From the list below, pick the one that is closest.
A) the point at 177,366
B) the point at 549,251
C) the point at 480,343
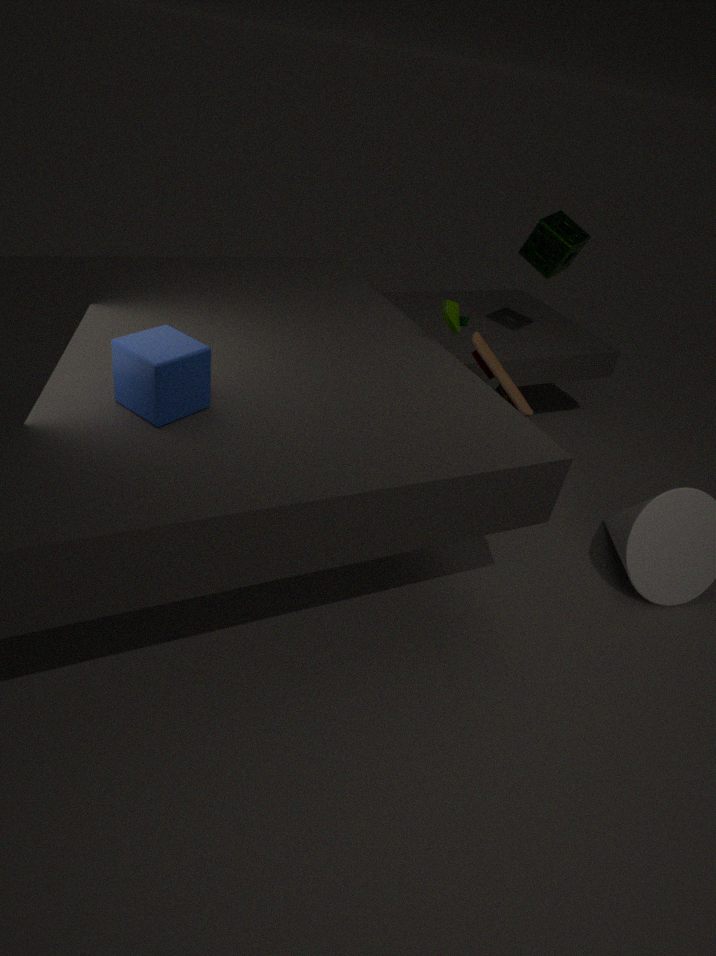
the point at 177,366
